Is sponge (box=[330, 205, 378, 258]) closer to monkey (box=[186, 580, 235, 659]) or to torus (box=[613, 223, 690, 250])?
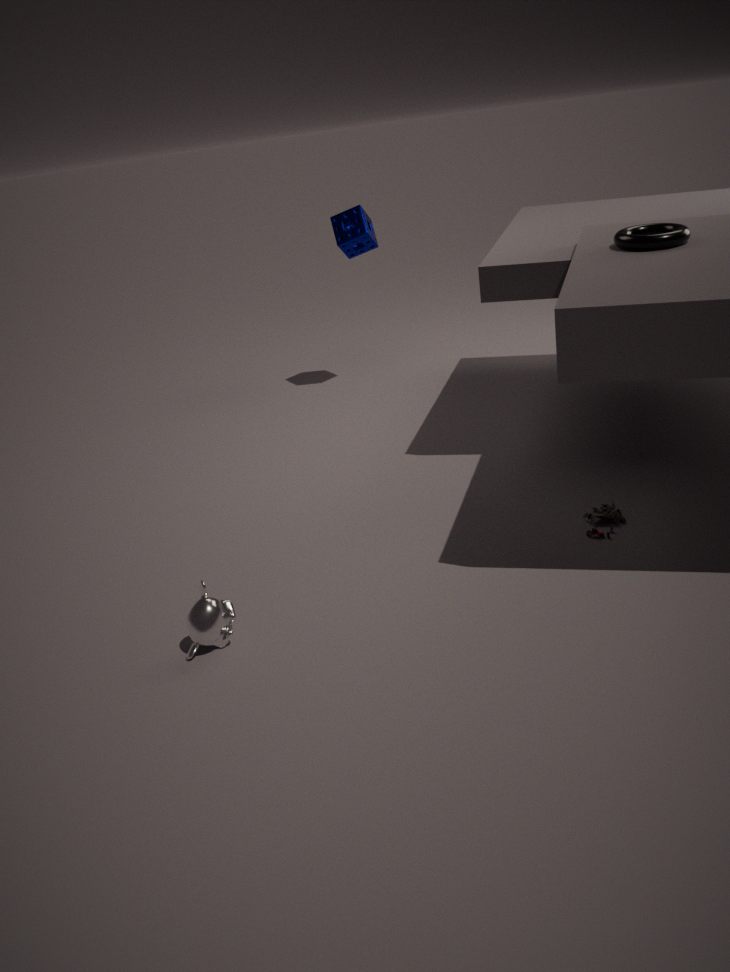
torus (box=[613, 223, 690, 250])
